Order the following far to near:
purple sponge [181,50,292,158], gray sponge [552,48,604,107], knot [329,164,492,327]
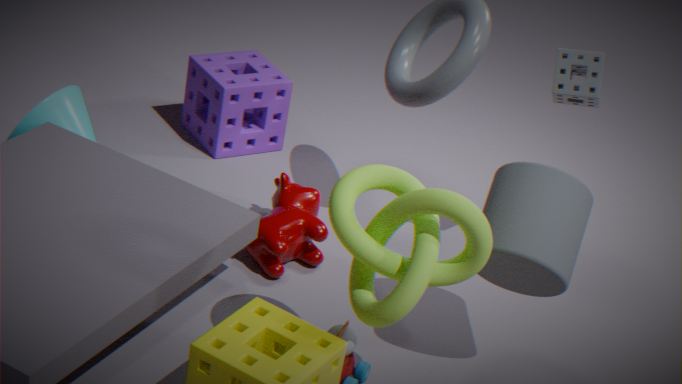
1. purple sponge [181,50,292,158]
2. gray sponge [552,48,604,107]
3. knot [329,164,492,327]
